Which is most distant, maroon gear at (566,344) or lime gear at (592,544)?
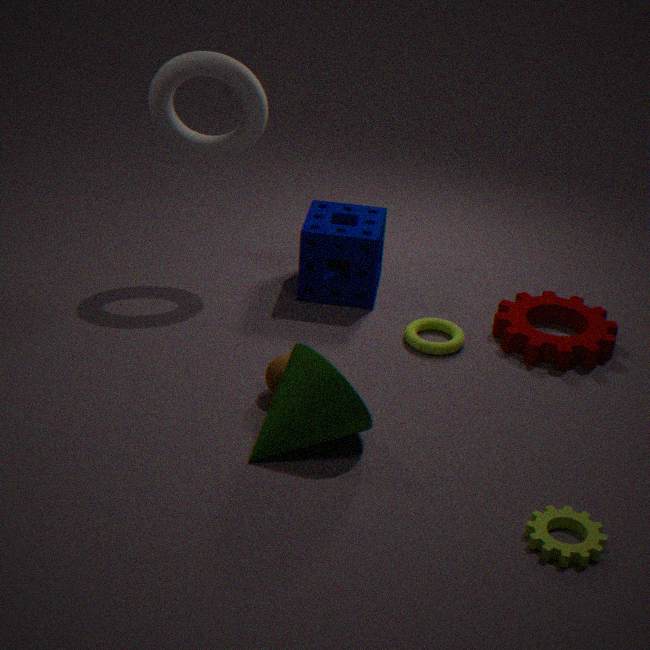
maroon gear at (566,344)
